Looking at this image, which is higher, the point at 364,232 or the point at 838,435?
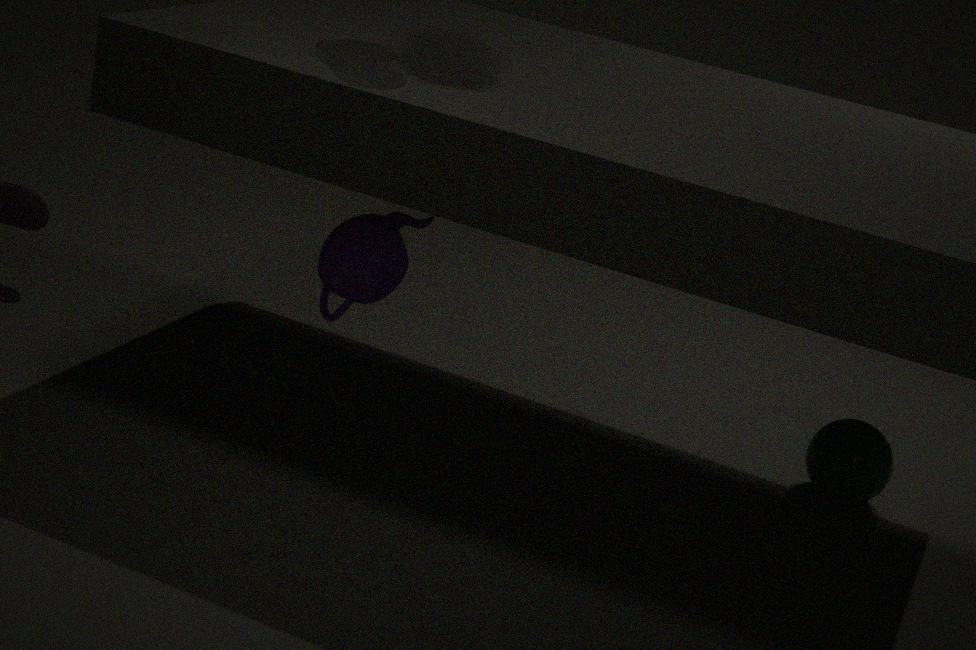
the point at 364,232
